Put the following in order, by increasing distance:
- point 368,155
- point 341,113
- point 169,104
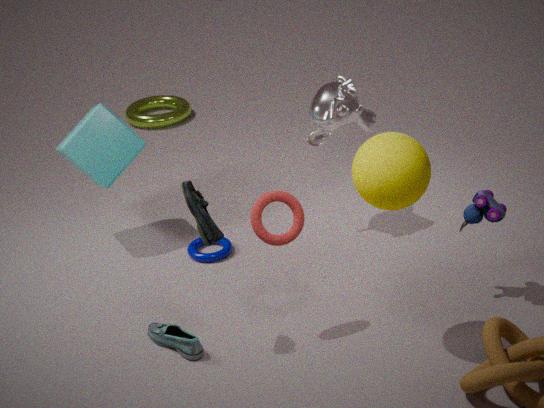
point 368,155 < point 341,113 < point 169,104
